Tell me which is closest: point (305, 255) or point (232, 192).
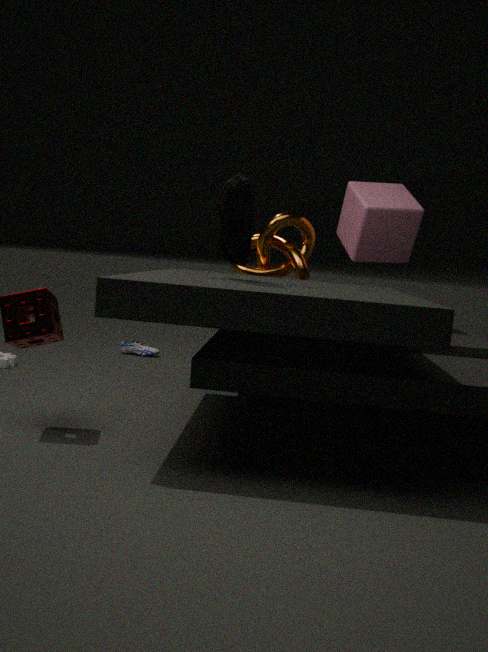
point (232, 192)
